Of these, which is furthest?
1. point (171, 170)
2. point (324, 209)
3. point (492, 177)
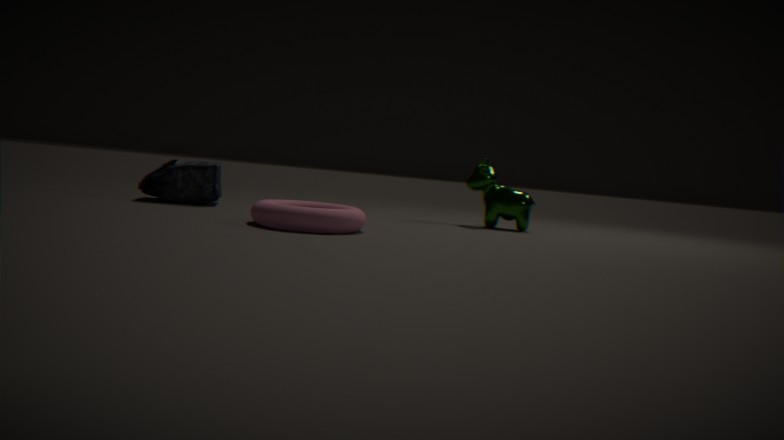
point (492, 177)
